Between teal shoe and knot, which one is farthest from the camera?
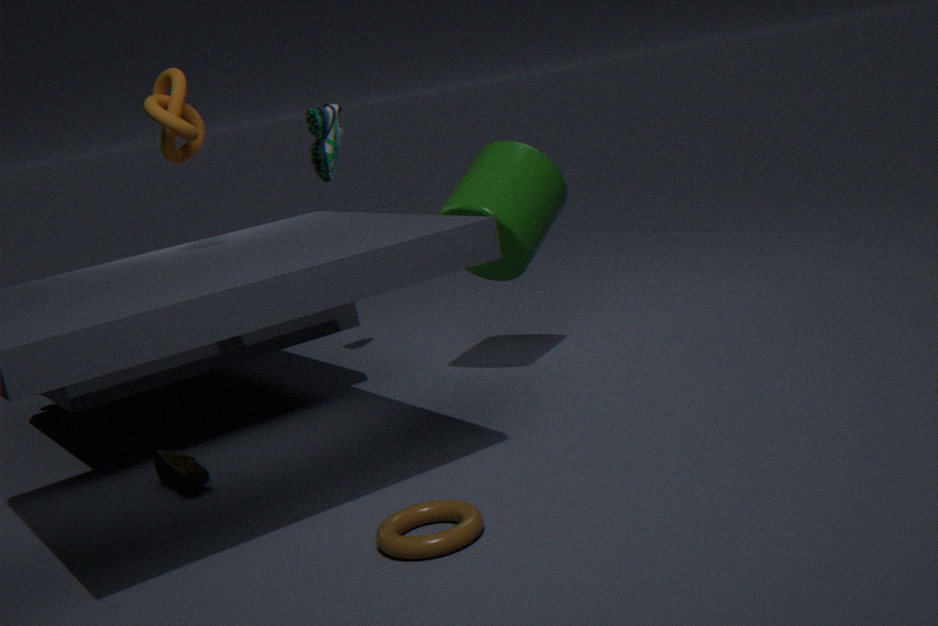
teal shoe
